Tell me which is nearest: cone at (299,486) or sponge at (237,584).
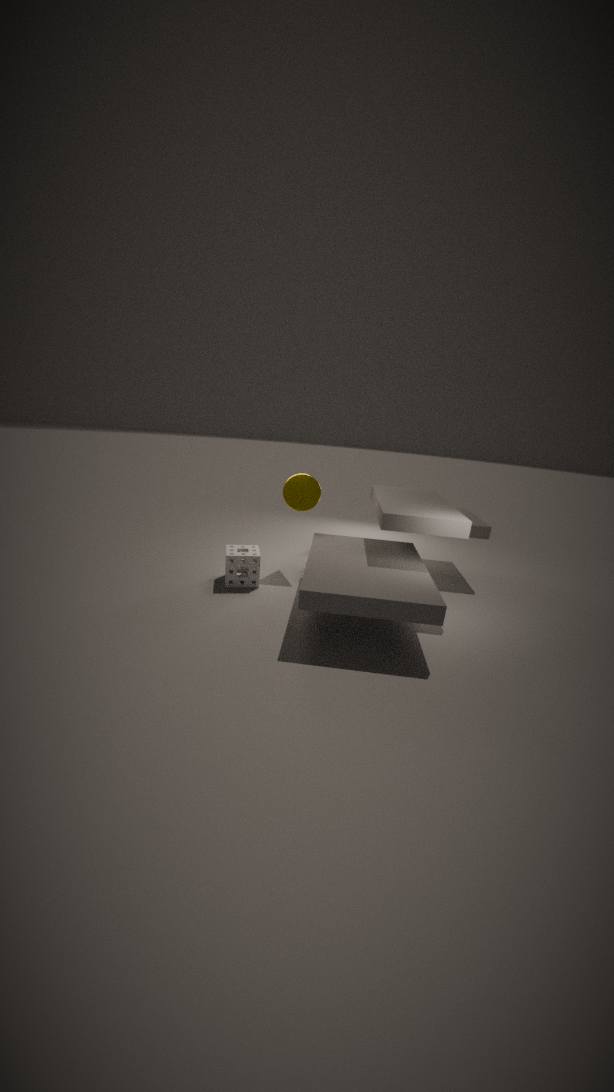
sponge at (237,584)
